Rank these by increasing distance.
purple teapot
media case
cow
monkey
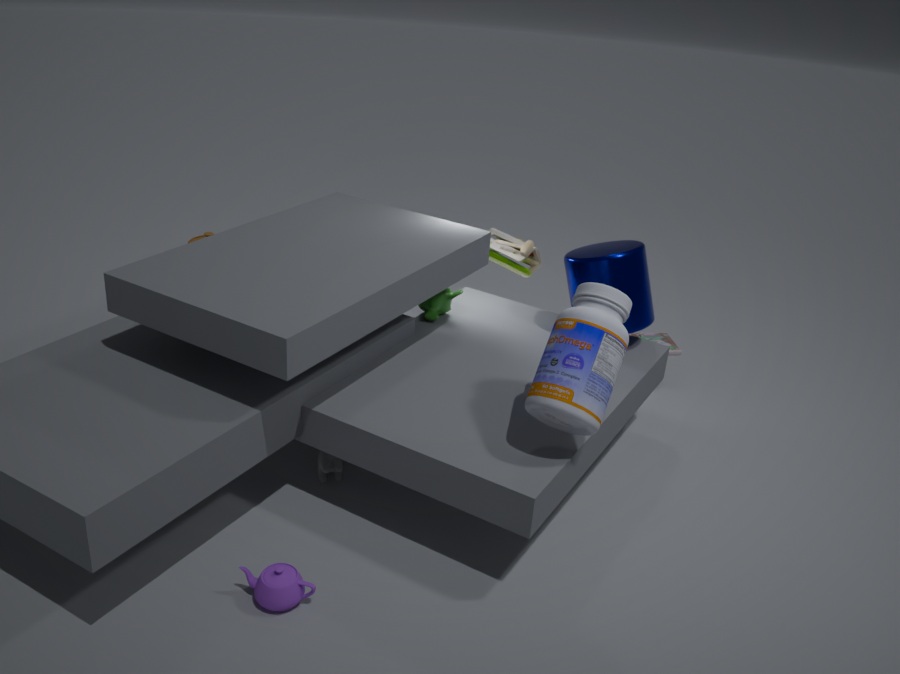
purple teapot, cow, monkey, media case
